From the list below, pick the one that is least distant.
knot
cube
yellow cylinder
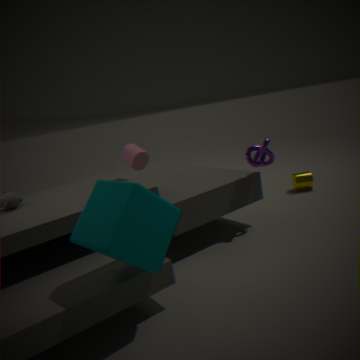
cube
